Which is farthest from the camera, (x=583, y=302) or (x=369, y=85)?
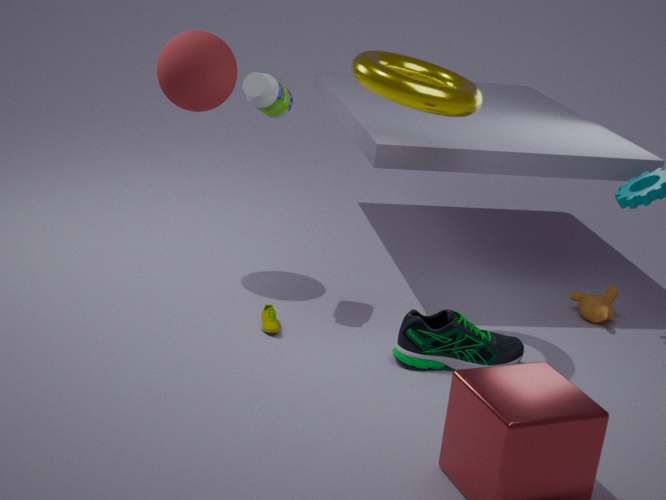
(x=583, y=302)
